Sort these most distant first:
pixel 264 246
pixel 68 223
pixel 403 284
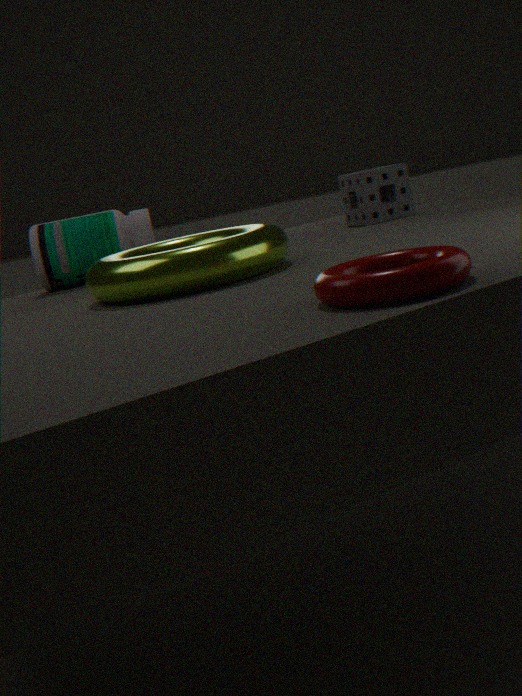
1. pixel 68 223
2. pixel 264 246
3. pixel 403 284
